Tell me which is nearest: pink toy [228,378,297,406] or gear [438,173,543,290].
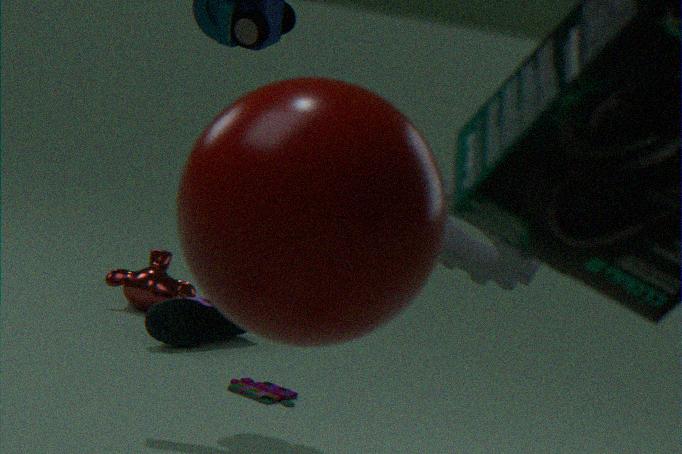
gear [438,173,543,290]
